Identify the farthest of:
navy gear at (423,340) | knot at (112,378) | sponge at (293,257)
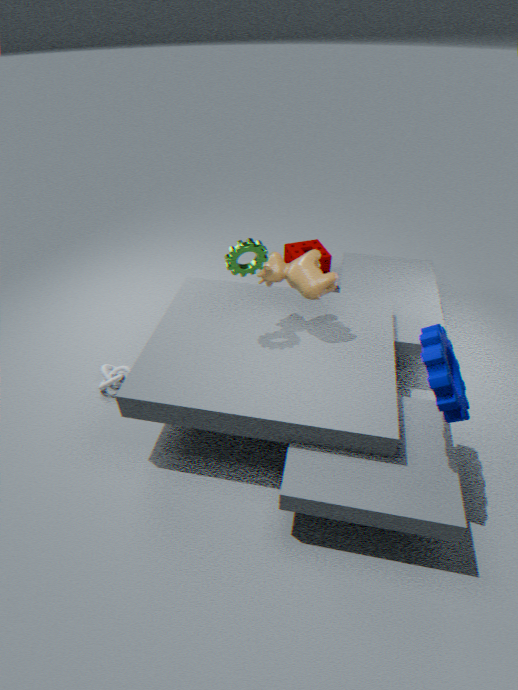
sponge at (293,257)
